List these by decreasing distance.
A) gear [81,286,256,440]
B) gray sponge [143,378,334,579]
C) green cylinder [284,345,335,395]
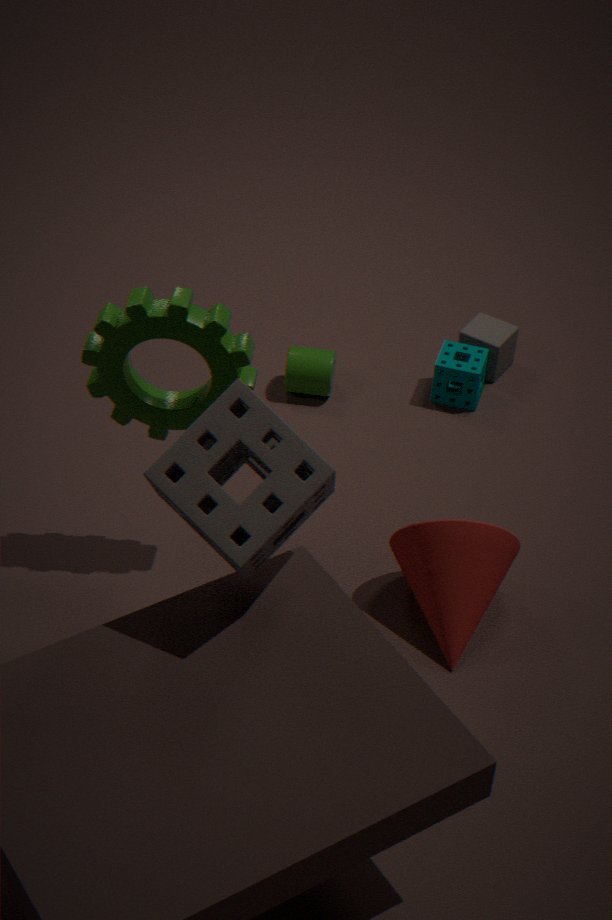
green cylinder [284,345,335,395]
gear [81,286,256,440]
gray sponge [143,378,334,579]
